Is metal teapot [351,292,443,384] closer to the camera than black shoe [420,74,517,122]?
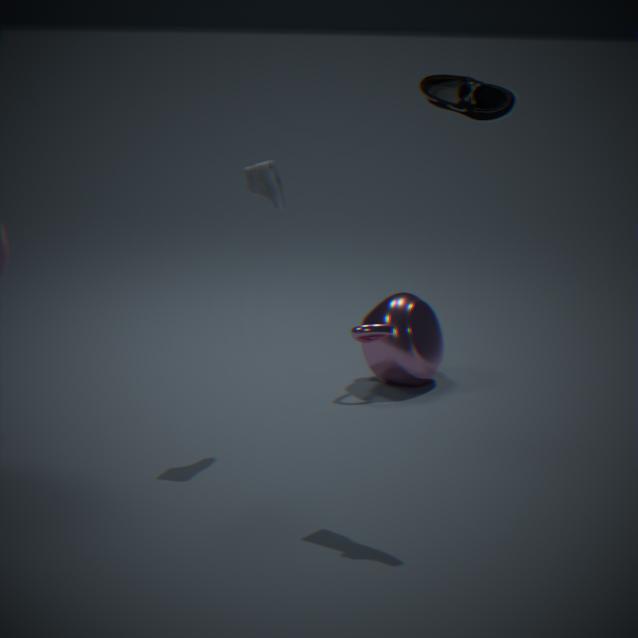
No
